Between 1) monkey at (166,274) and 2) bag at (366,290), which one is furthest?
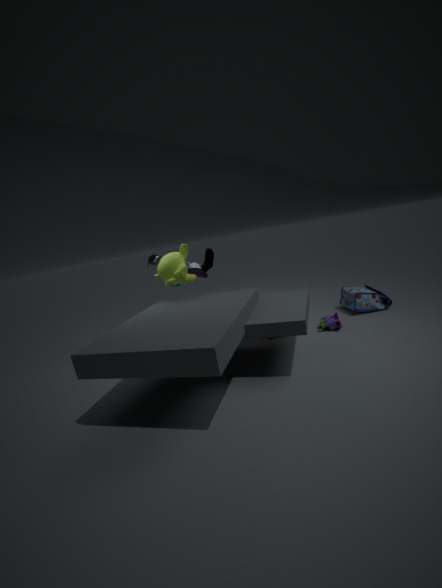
2. bag at (366,290)
